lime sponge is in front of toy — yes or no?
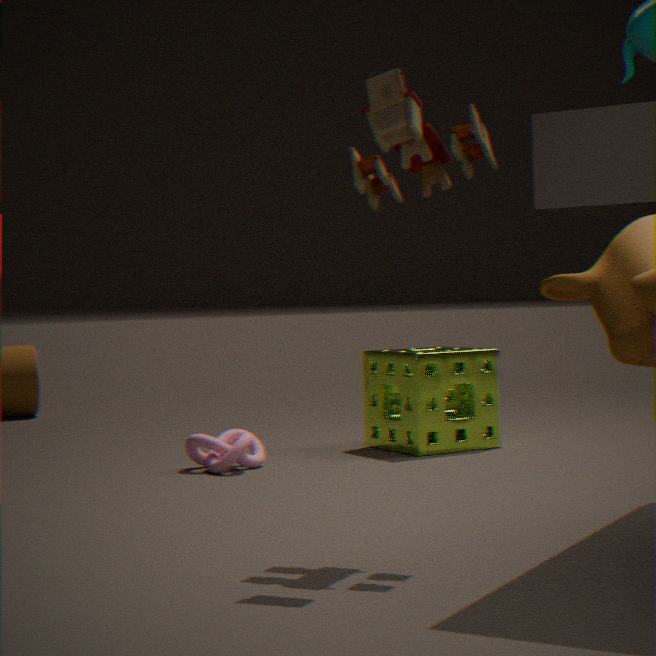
No
